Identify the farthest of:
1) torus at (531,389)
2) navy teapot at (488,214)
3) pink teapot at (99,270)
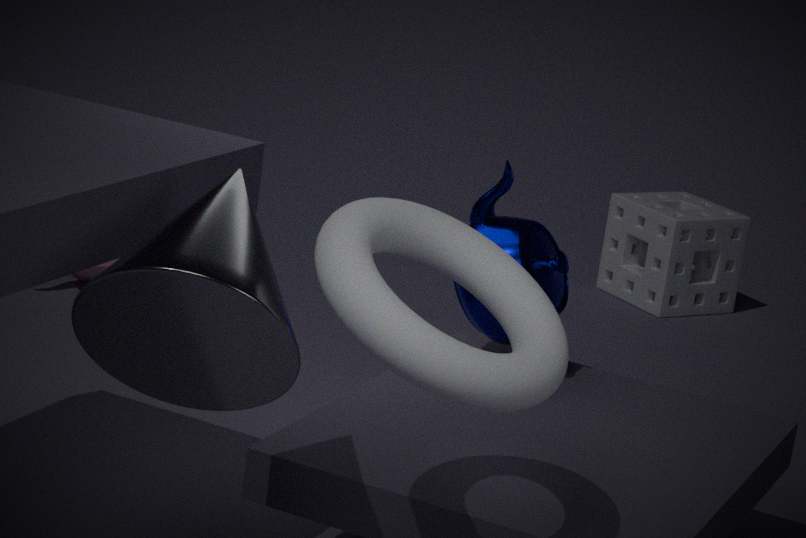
3. pink teapot at (99,270)
